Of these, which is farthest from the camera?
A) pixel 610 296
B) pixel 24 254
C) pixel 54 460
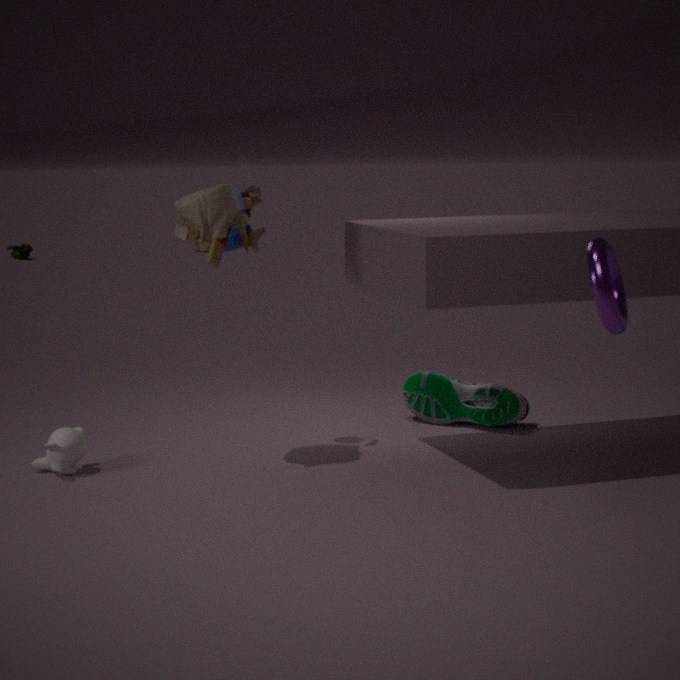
pixel 24 254
